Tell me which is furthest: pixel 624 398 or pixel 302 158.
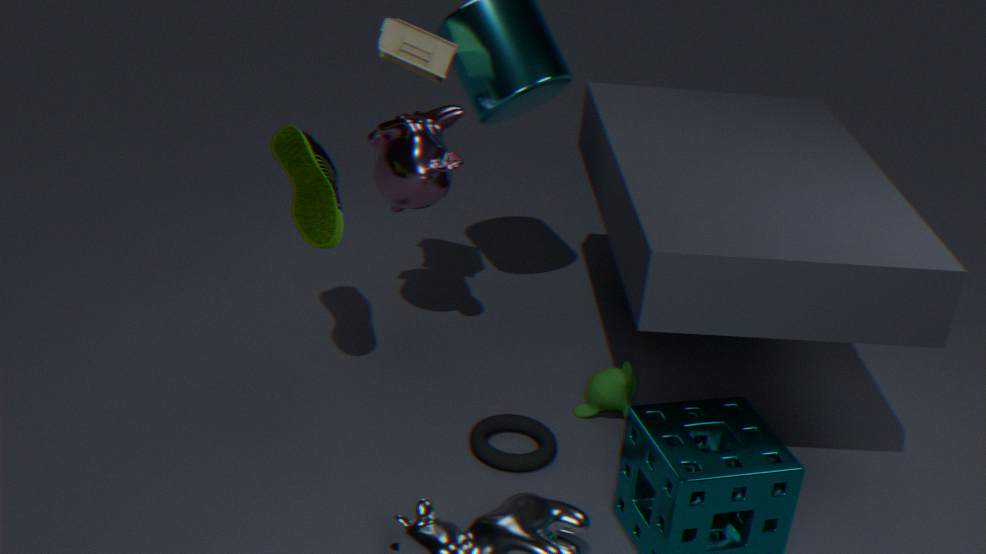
pixel 624 398
